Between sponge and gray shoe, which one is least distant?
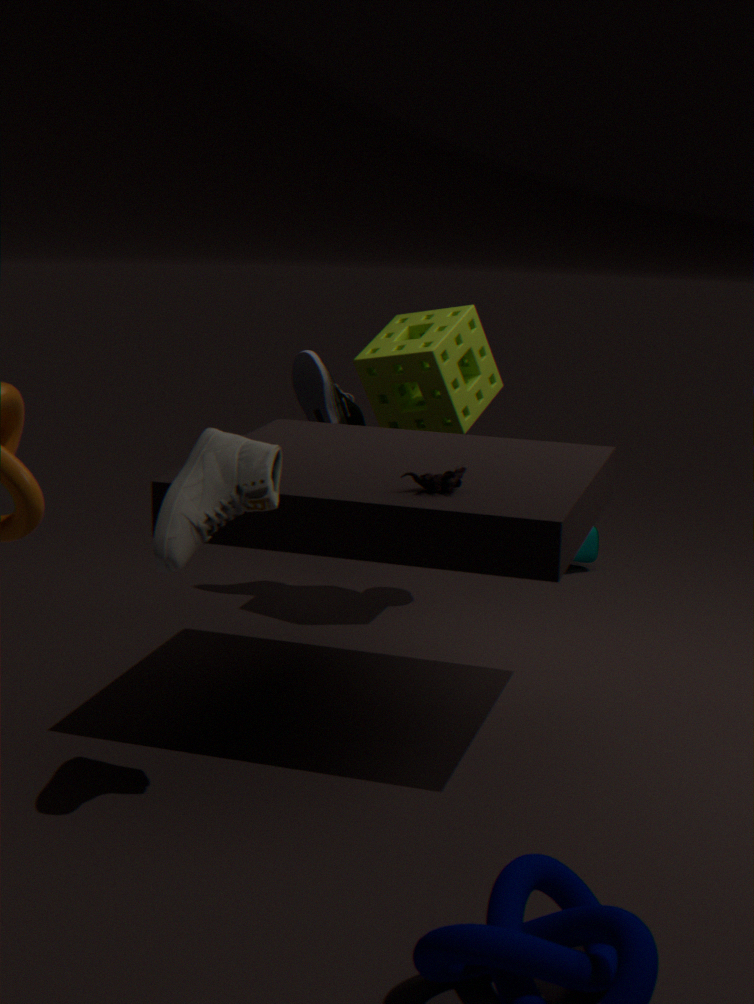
gray shoe
